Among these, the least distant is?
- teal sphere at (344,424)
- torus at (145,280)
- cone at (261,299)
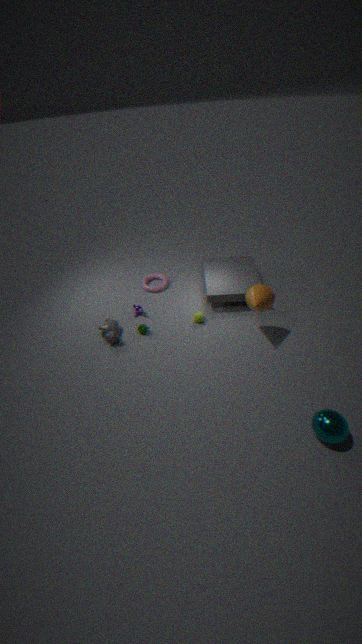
teal sphere at (344,424)
